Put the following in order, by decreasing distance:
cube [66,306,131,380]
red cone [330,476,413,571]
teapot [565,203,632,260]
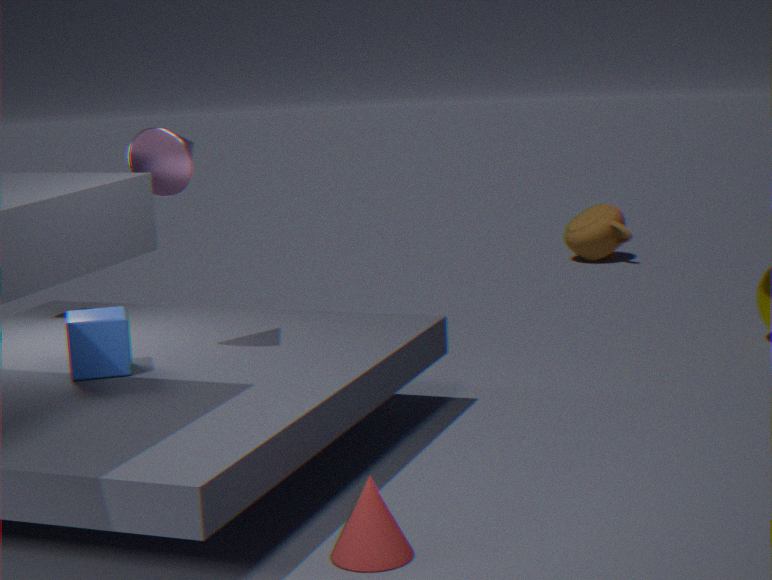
teapot [565,203,632,260]
cube [66,306,131,380]
red cone [330,476,413,571]
